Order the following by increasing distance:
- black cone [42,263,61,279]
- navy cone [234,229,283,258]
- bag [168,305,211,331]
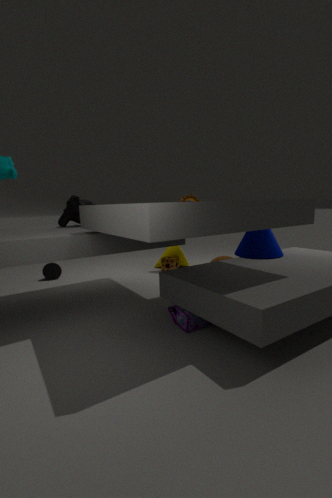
bag [168,305,211,331] → navy cone [234,229,283,258] → black cone [42,263,61,279]
